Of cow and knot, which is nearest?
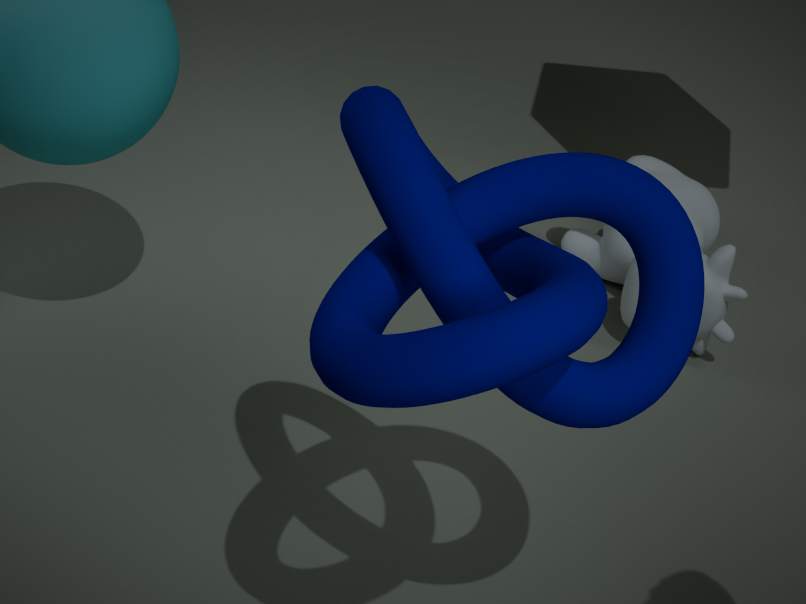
knot
